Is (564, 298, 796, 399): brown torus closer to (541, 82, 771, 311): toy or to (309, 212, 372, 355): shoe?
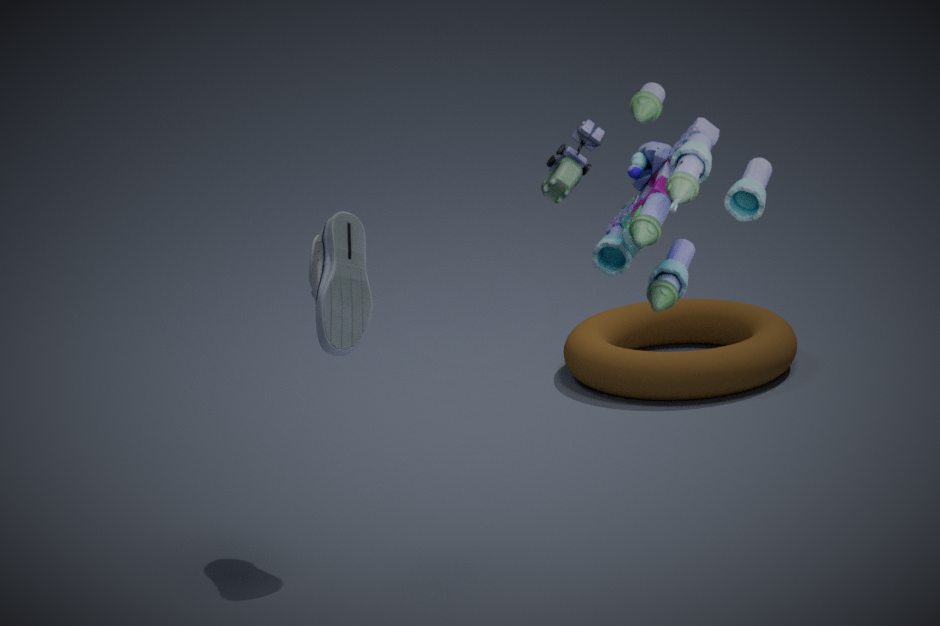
(309, 212, 372, 355): shoe
